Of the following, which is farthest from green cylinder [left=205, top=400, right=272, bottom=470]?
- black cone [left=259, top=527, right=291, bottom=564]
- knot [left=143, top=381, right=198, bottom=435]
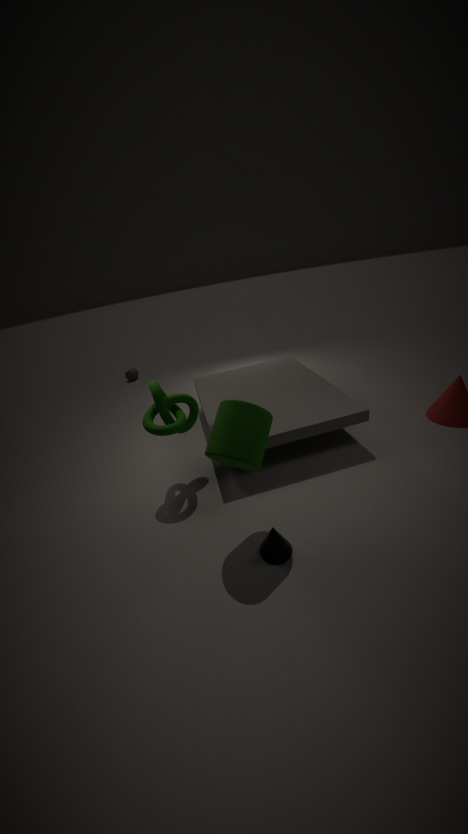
knot [left=143, top=381, right=198, bottom=435]
